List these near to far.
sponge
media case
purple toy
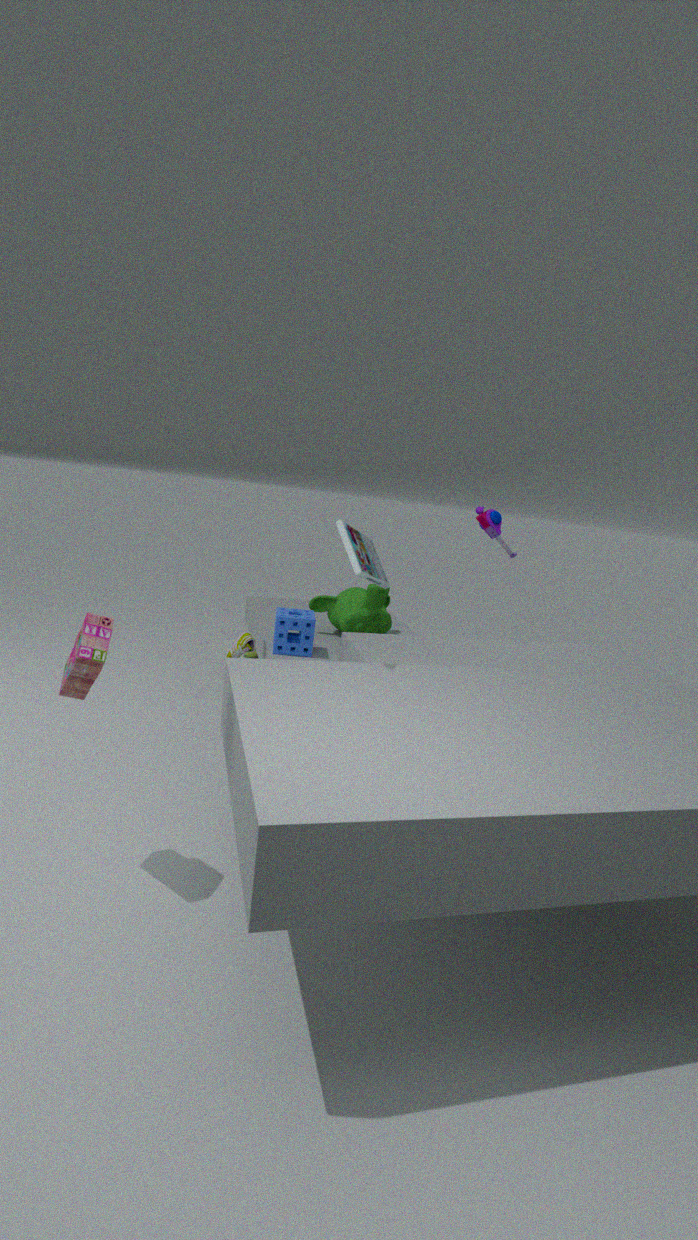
media case
sponge
purple toy
